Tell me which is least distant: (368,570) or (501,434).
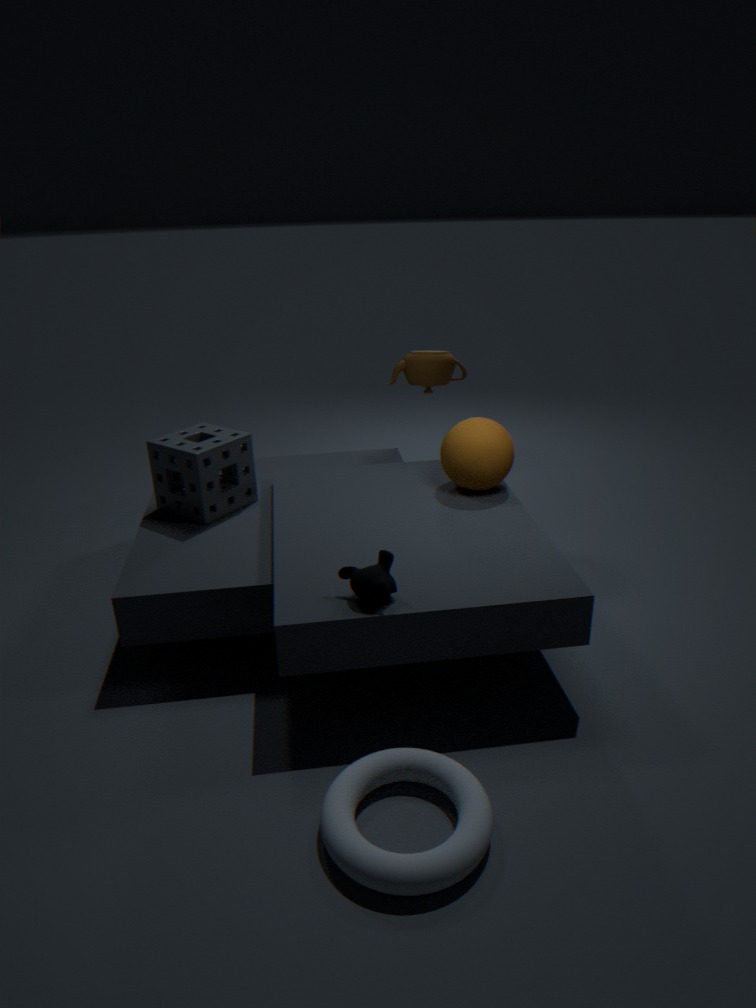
(368,570)
